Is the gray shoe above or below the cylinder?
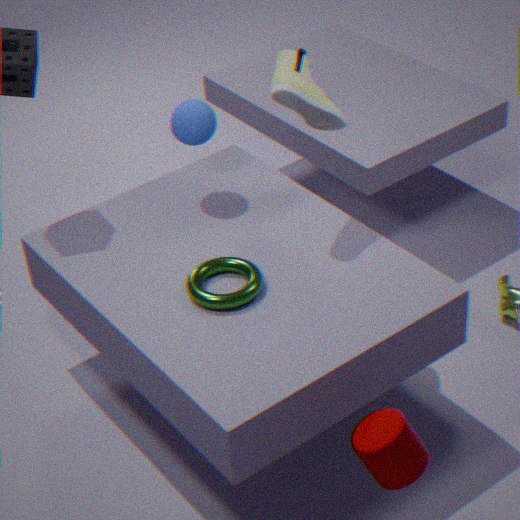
above
